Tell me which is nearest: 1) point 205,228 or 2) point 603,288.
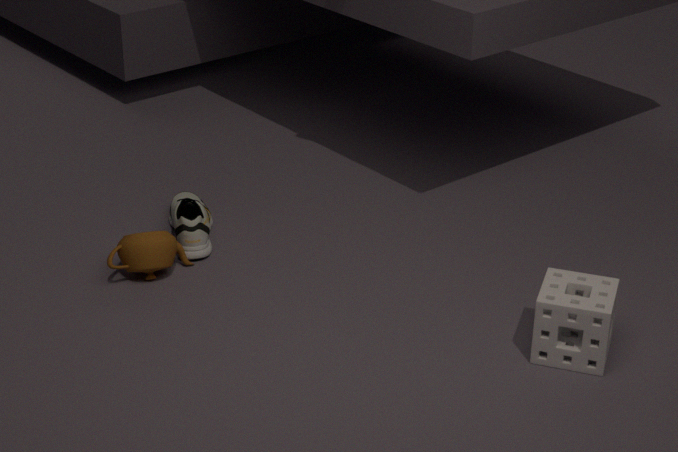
2. point 603,288
